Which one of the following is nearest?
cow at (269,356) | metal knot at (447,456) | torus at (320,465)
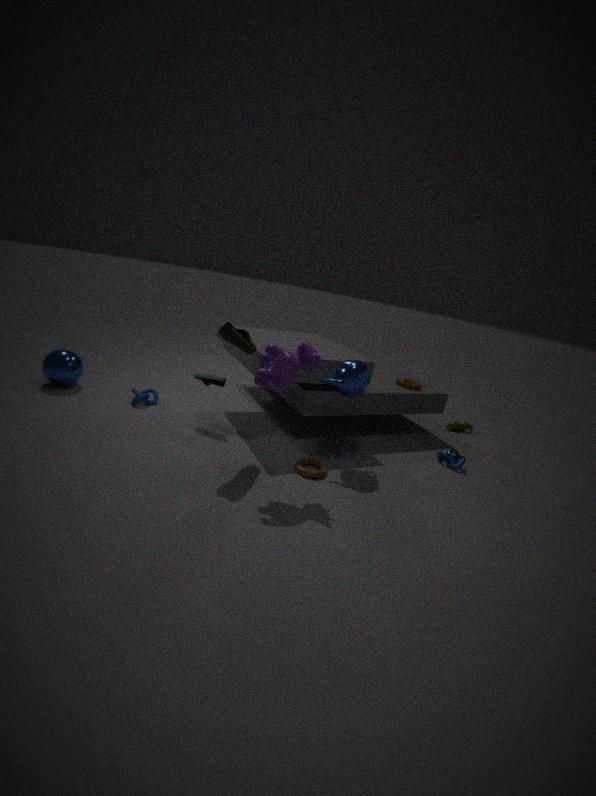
cow at (269,356)
